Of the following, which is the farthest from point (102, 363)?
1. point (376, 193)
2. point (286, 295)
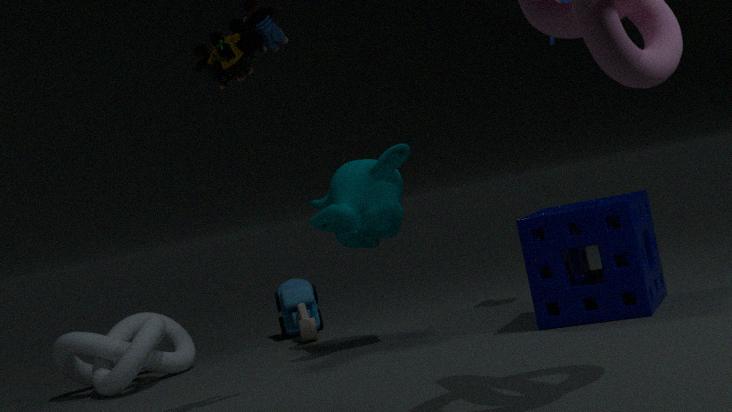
point (376, 193)
